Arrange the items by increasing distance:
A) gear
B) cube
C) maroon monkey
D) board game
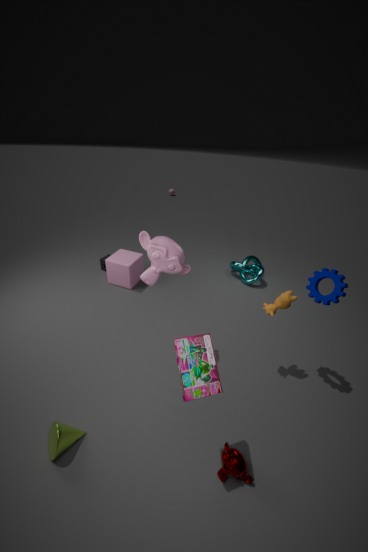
board game < maroon monkey < gear < cube
